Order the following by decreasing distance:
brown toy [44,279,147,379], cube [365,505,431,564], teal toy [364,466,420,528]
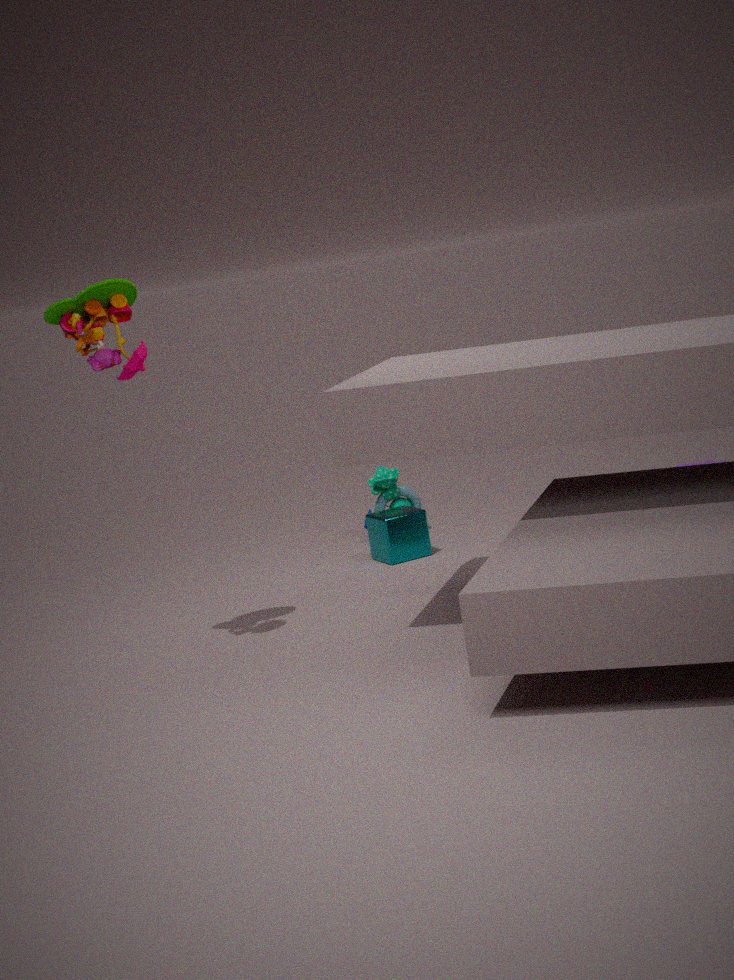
teal toy [364,466,420,528] < cube [365,505,431,564] < brown toy [44,279,147,379]
